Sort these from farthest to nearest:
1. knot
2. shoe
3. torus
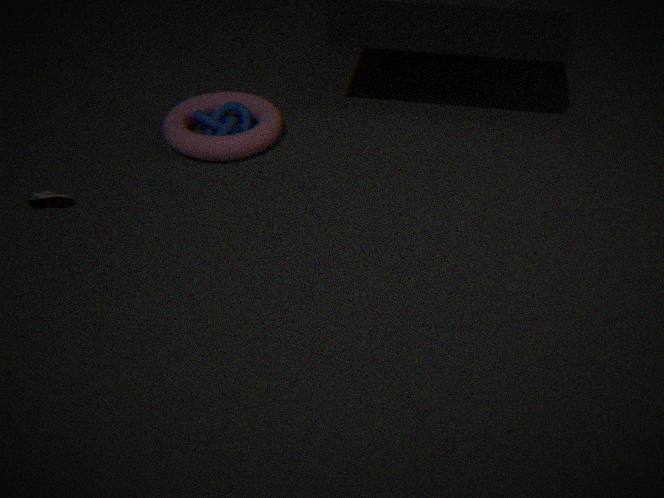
1. knot
2. torus
3. shoe
